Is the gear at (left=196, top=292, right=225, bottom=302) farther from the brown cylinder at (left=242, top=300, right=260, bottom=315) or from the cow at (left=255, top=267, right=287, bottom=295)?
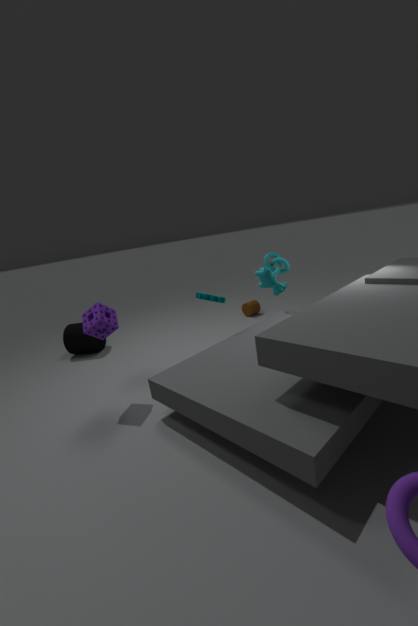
the brown cylinder at (left=242, top=300, right=260, bottom=315)
